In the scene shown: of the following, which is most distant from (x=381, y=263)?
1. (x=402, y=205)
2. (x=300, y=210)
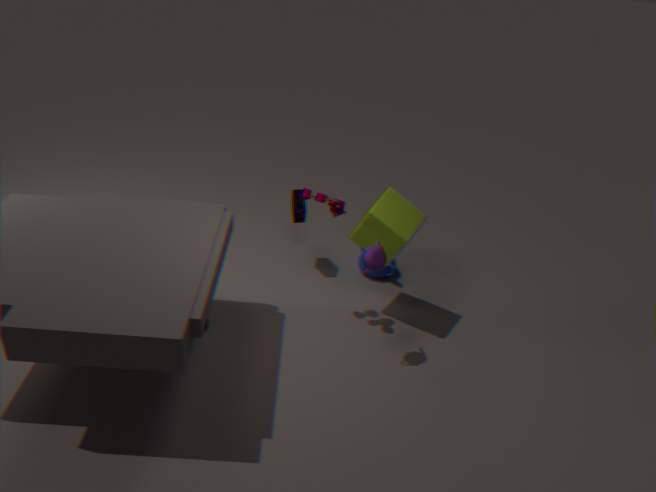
(x=300, y=210)
